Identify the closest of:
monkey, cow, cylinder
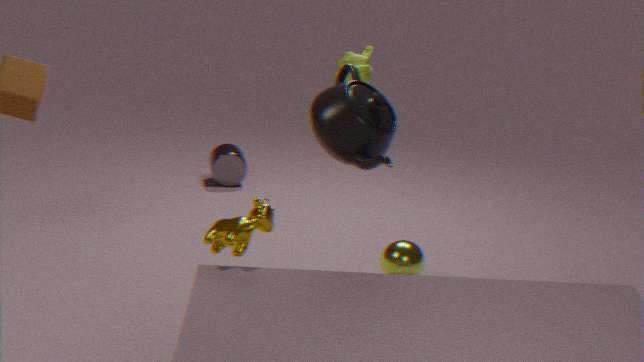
cow
